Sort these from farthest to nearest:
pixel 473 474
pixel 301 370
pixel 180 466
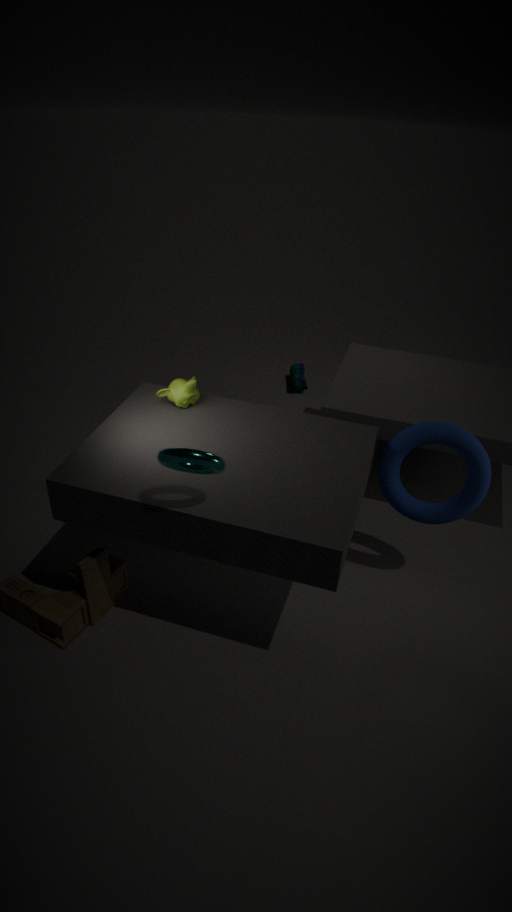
pixel 301 370, pixel 473 474, pixel 180 466
